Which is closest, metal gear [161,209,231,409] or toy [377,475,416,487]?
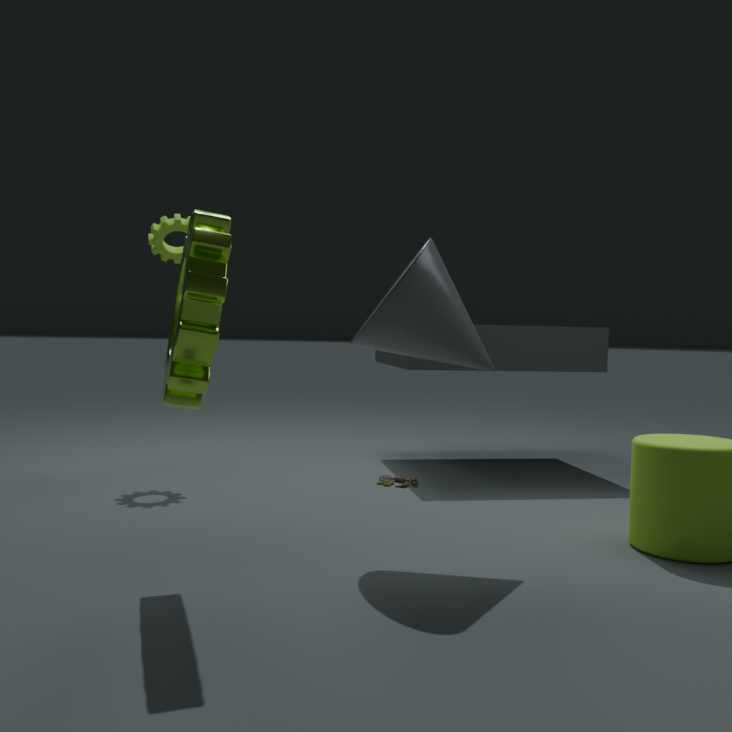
metal gear [161,209,231,409]
